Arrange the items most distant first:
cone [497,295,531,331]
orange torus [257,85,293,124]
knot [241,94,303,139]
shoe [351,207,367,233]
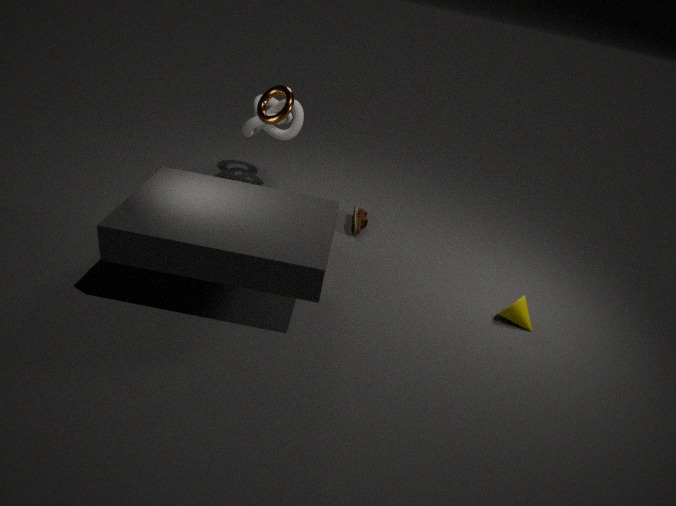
knot [241,94,303,139] < shoe [351,207,367,233] < cone [497,295,531,331] < orange torus [257,85,293,124]
